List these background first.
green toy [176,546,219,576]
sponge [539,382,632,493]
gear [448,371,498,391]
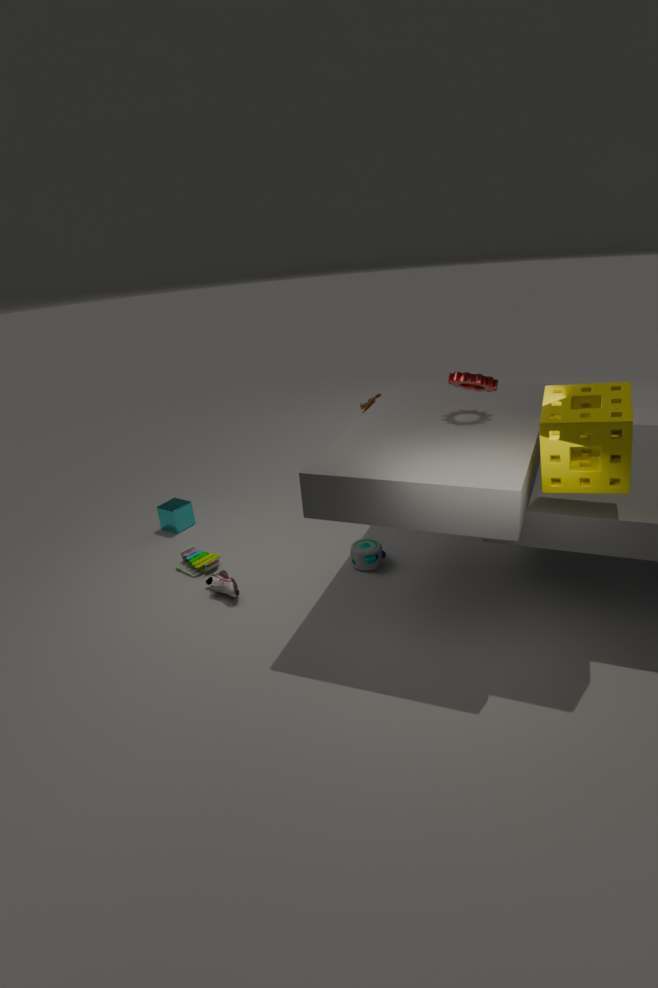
green toy [176,546,219,576] → gear [448,371,498,391] → sponge [539,382,632,493]
